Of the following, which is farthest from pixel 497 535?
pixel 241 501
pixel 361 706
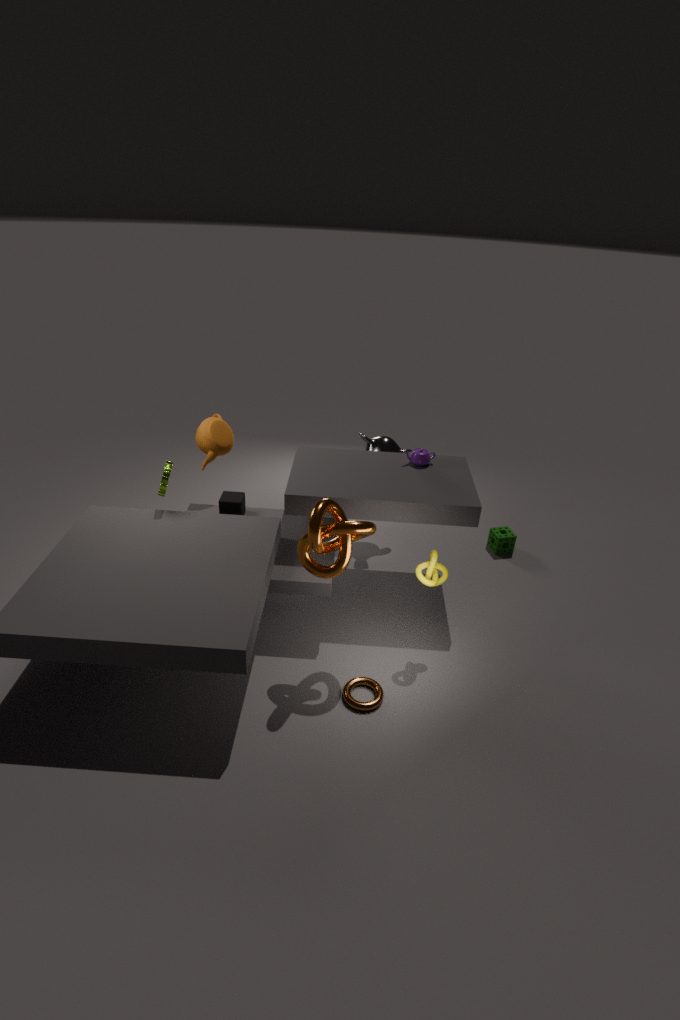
pixel 241 501
